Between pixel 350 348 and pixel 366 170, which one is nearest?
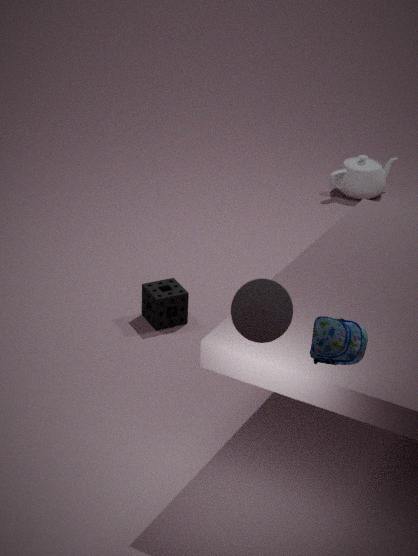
pixel 350 348
